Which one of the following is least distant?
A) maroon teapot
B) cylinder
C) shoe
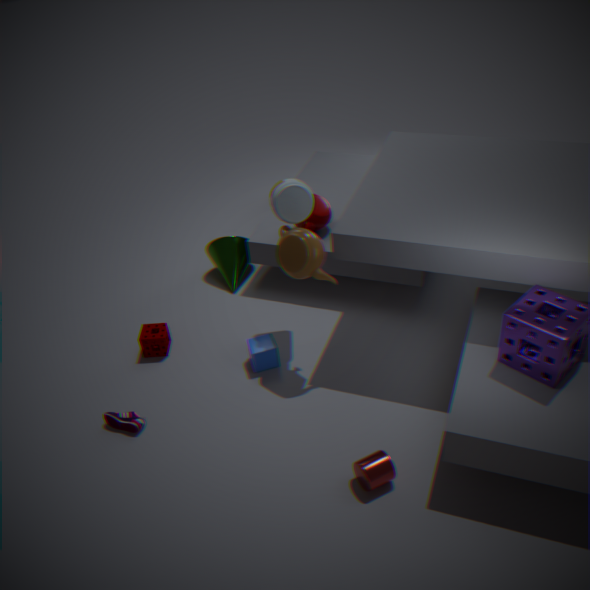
cylinder
